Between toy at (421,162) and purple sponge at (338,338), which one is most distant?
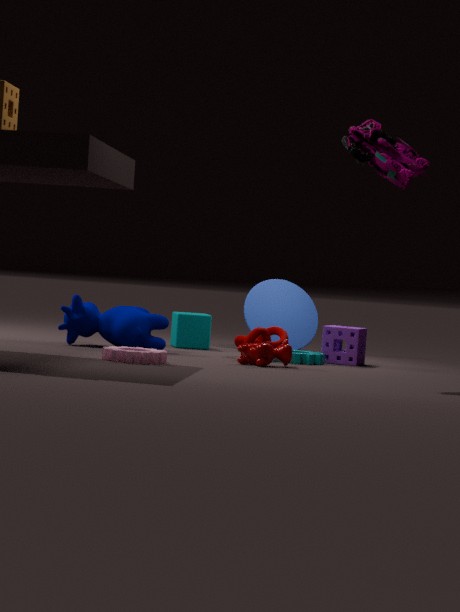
purple sponge at (338,338)
